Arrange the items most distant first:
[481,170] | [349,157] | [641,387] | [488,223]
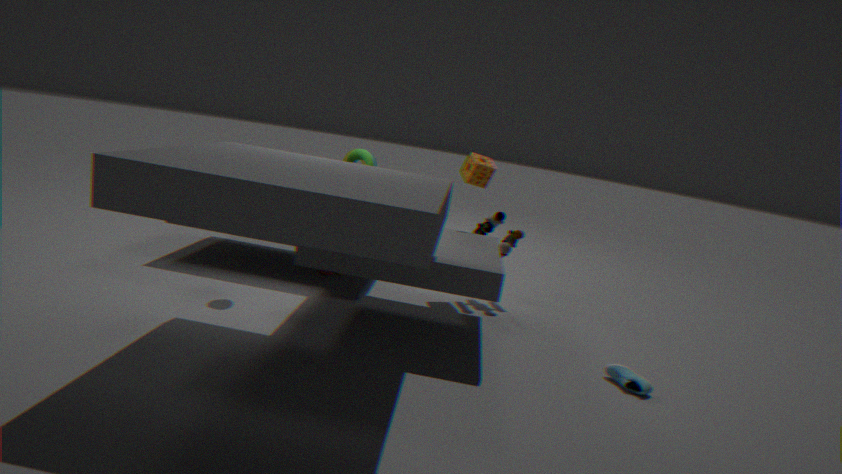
[349,157] < [481,170] < [488,223] < [641,387]
